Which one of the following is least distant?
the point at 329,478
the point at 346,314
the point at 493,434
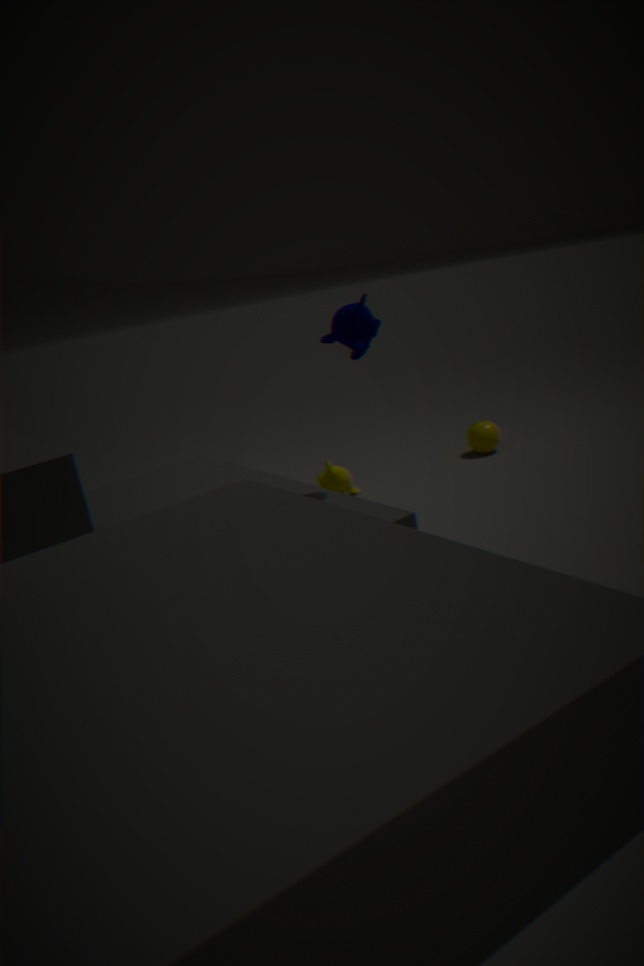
the point at 346,314
